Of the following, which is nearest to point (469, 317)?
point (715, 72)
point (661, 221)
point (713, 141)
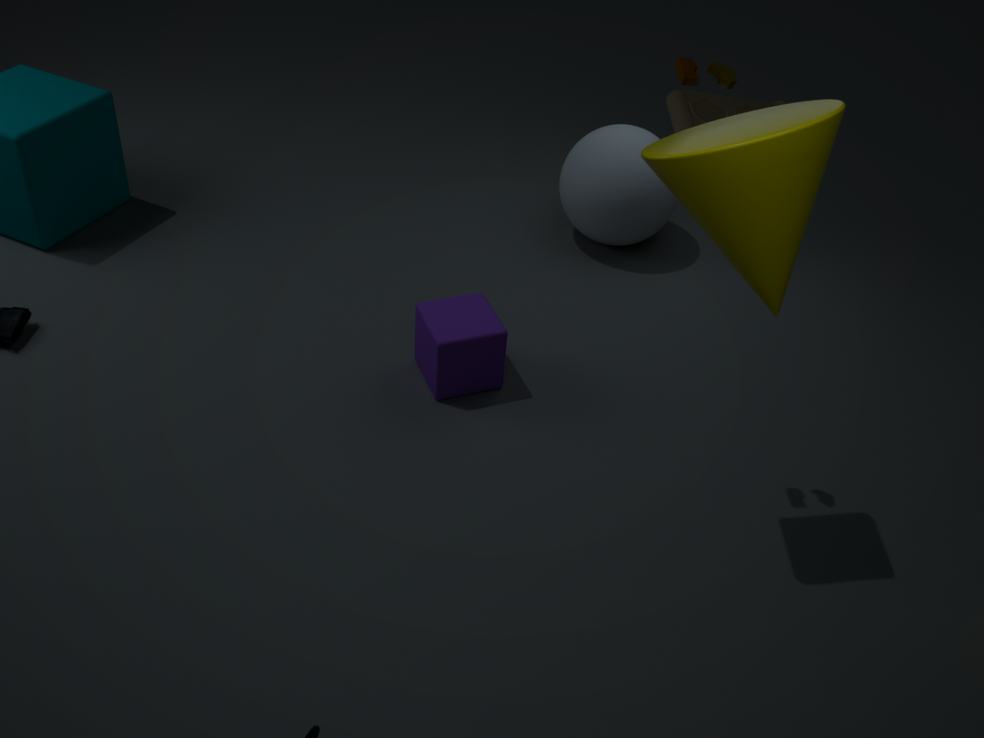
point (661, 221)
